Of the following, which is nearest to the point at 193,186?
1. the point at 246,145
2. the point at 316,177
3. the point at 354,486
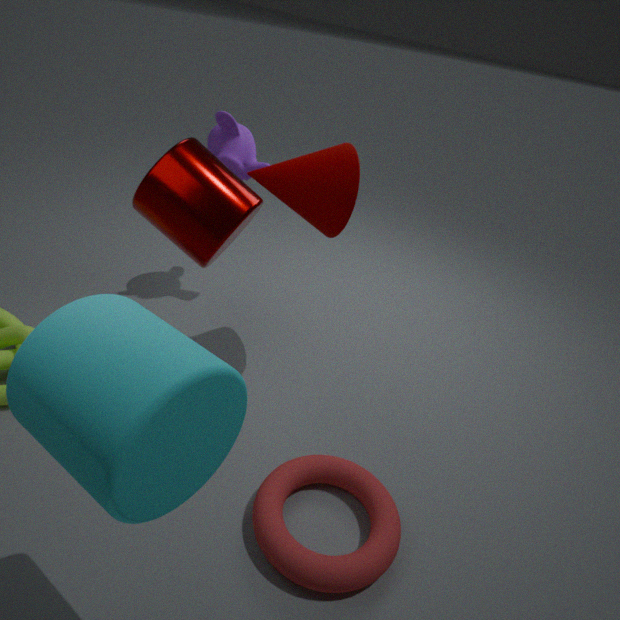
the point at 316,177
